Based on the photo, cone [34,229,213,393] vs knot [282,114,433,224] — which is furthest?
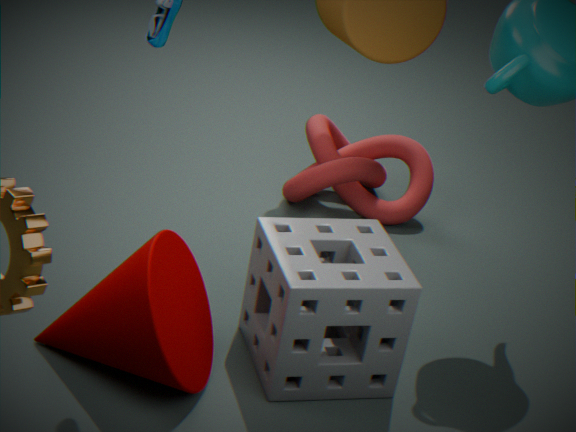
knot [282,114,433,224]
